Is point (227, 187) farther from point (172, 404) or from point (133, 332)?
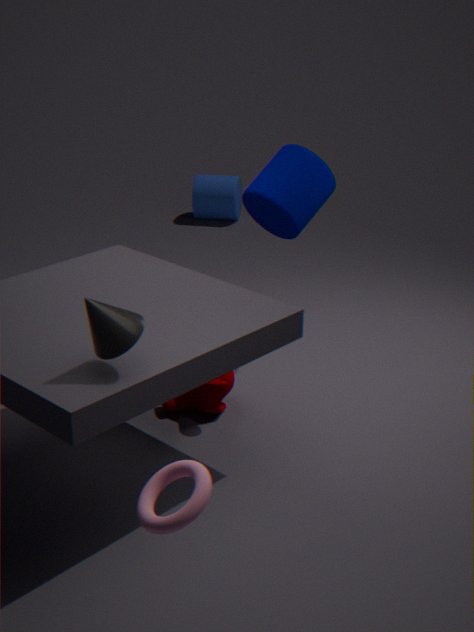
point (133, 332)
